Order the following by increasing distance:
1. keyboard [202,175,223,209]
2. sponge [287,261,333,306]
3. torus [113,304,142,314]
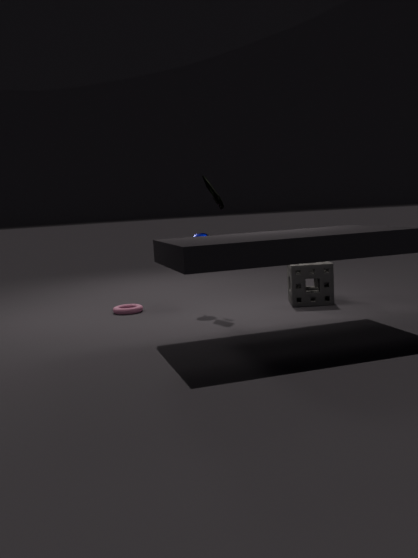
1. keyboard [202,175,223,209]
2. sponge [287,261,333,306]
3. torus [113,304,142,314]
